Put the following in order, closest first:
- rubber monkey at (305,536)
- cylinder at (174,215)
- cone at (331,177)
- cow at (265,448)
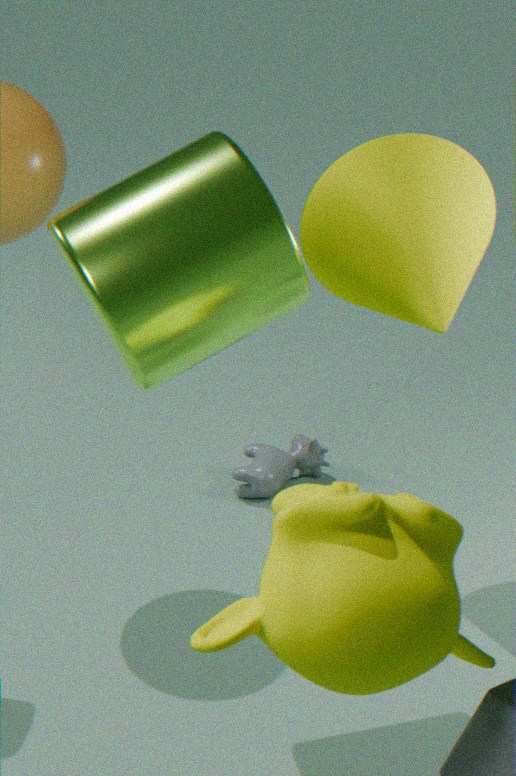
rubber monkey at (305,536)
cylinder at (174,215)
cone at (331,177)
cow at (265,448)
